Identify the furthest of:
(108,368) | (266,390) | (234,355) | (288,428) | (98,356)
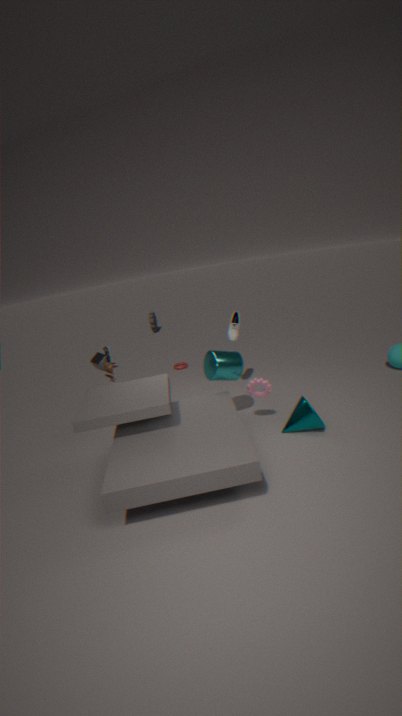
(98,356)
